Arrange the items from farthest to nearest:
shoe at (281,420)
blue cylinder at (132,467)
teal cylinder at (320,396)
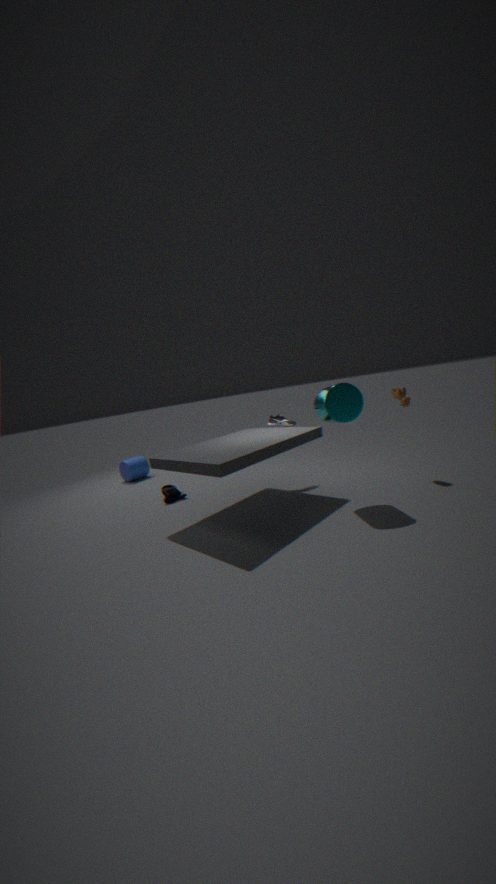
1. blue cylinder at (132,467)
2. shoe at (281,420)
3. teal cylinder at (320,396)
